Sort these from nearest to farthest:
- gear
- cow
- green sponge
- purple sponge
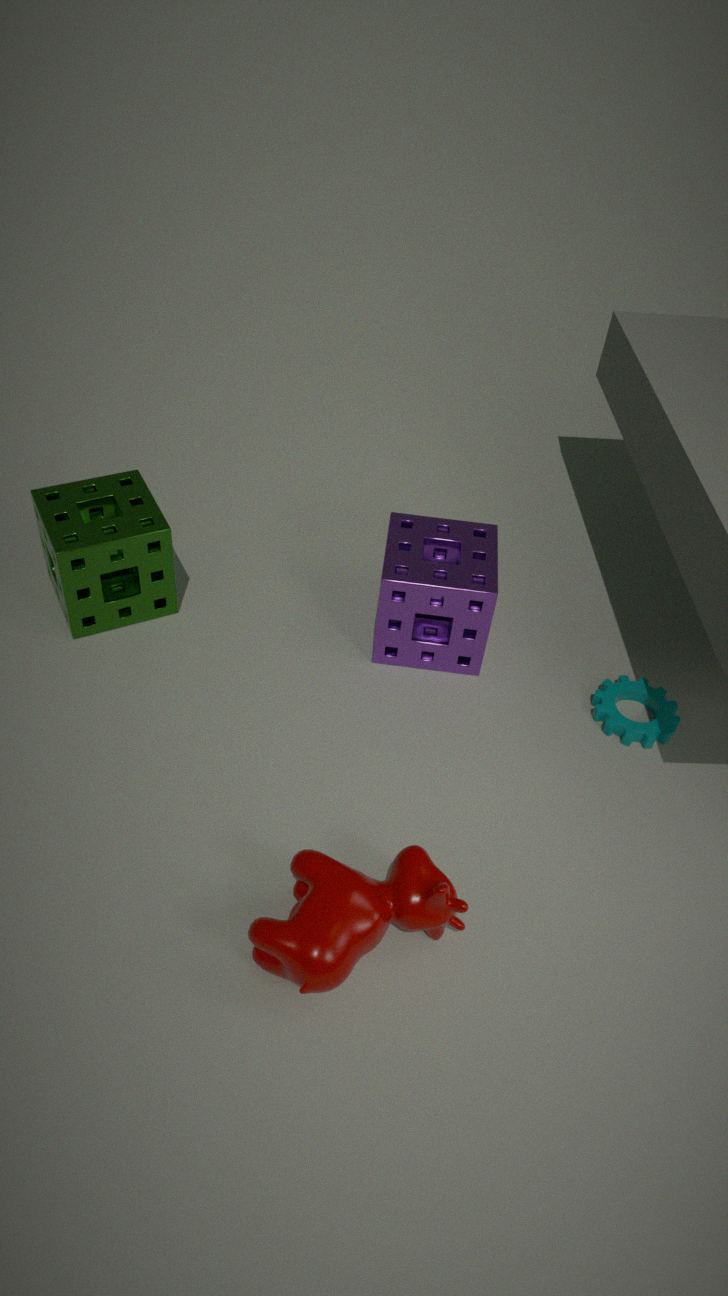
cow, purple sponge, green sponge, gear
